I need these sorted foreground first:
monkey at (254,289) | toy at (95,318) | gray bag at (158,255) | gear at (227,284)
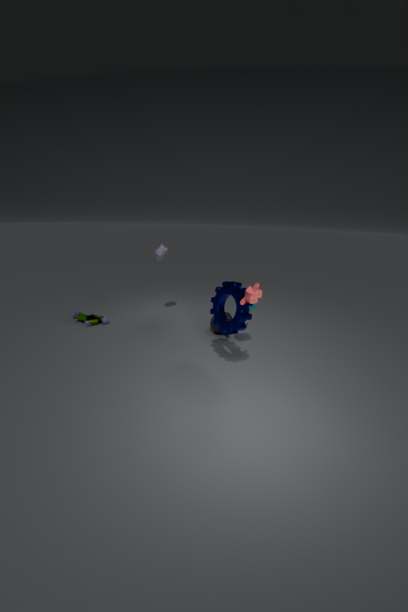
monkey at (254,289)
gear at (227,284)
toy at (95,318)
gray bag at (158,255)
